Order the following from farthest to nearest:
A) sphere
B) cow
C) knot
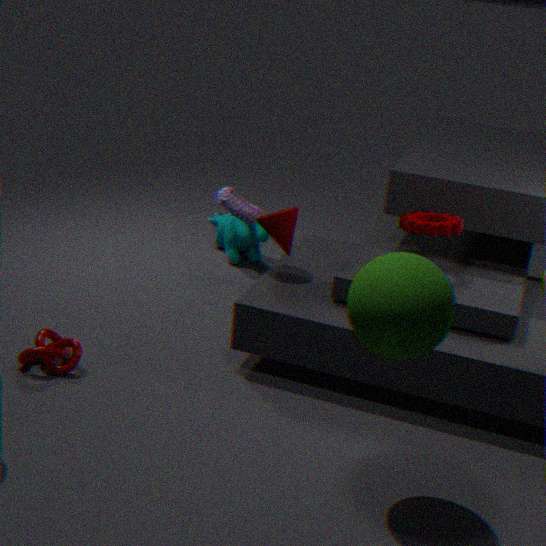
cow → knot → sphere
